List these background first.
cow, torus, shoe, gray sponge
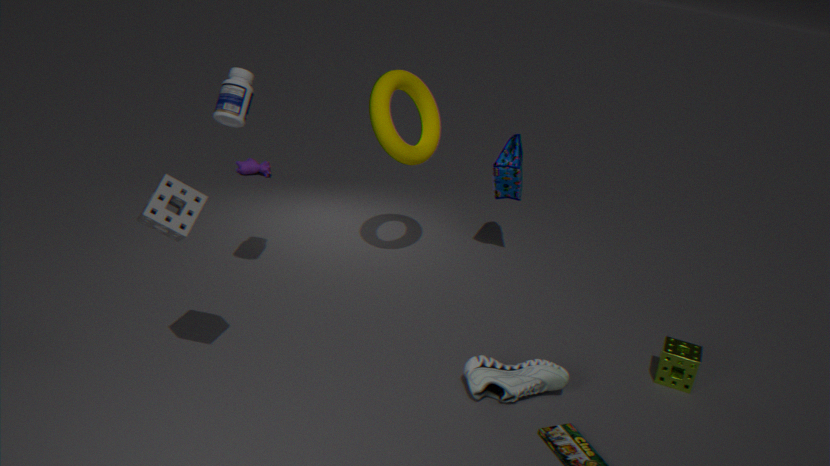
cow → torus → shoe → gray sponge
